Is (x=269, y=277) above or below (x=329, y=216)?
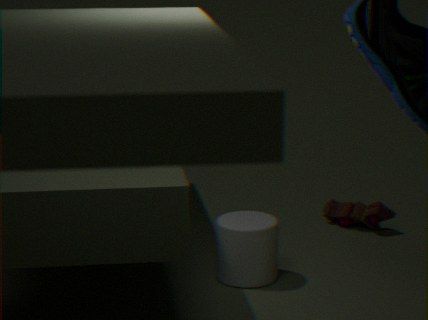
above
